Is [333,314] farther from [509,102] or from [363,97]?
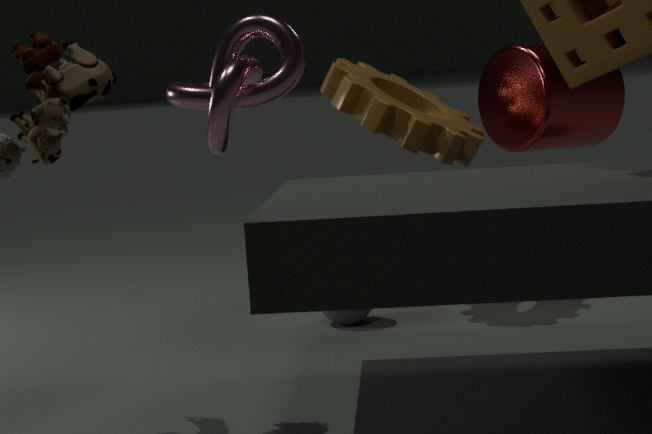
[509,102]
